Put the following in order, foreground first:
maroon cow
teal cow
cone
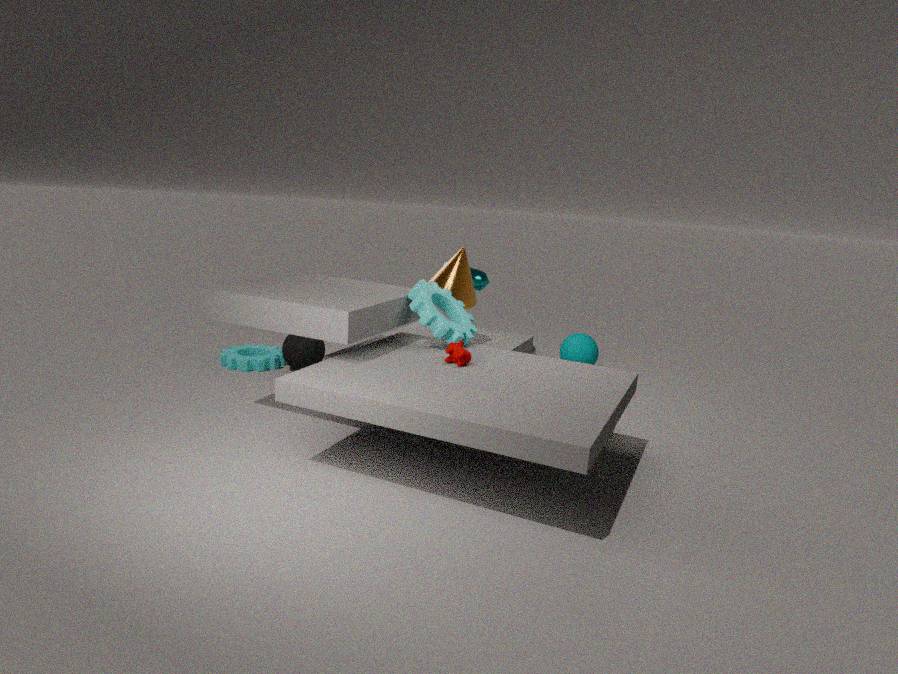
1. maroon cow
2. cone
3. teal cow
